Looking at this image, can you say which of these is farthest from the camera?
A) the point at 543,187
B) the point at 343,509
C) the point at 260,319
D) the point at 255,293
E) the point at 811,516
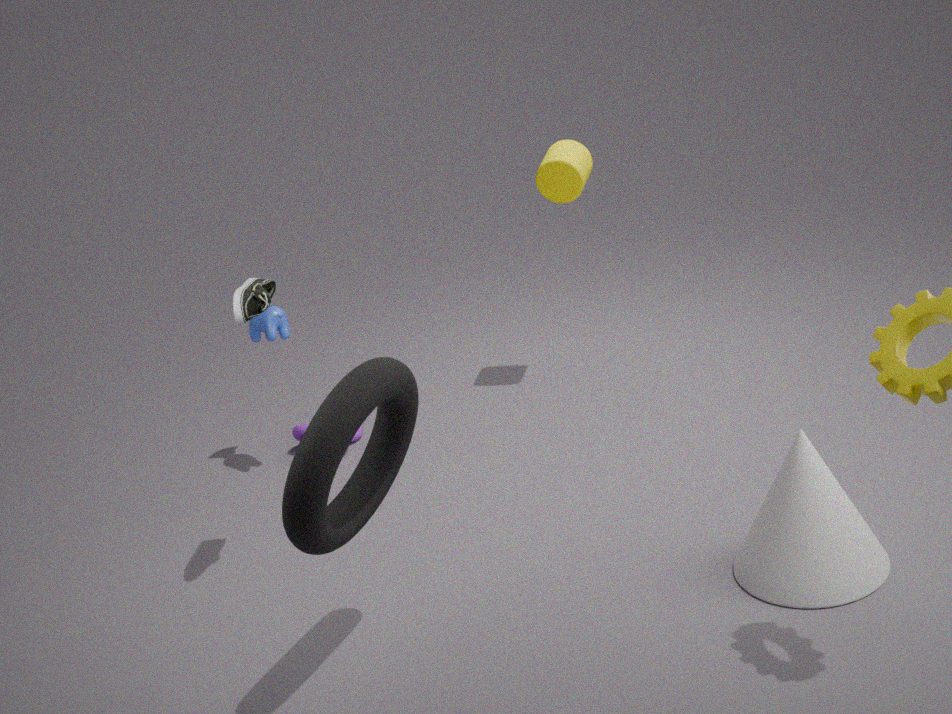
the point at 543,187
